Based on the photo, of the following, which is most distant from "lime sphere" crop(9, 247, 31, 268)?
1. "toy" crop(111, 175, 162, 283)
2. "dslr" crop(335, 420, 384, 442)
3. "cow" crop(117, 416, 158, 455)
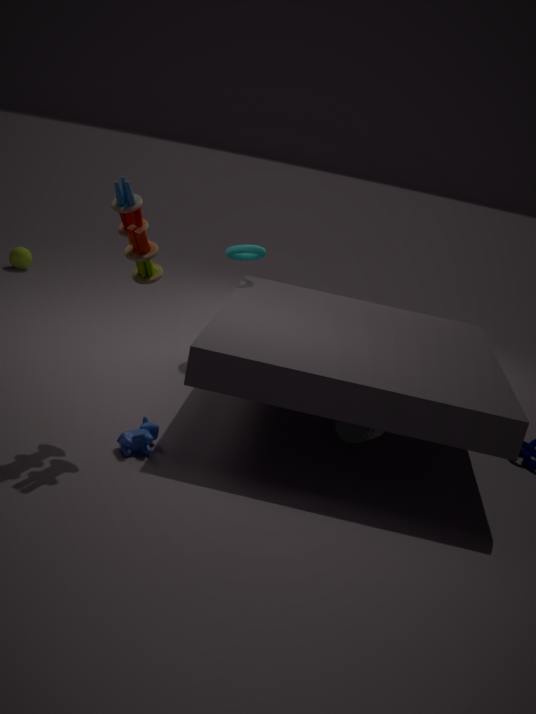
"dslr" crop(335, 420, 384, 442)
